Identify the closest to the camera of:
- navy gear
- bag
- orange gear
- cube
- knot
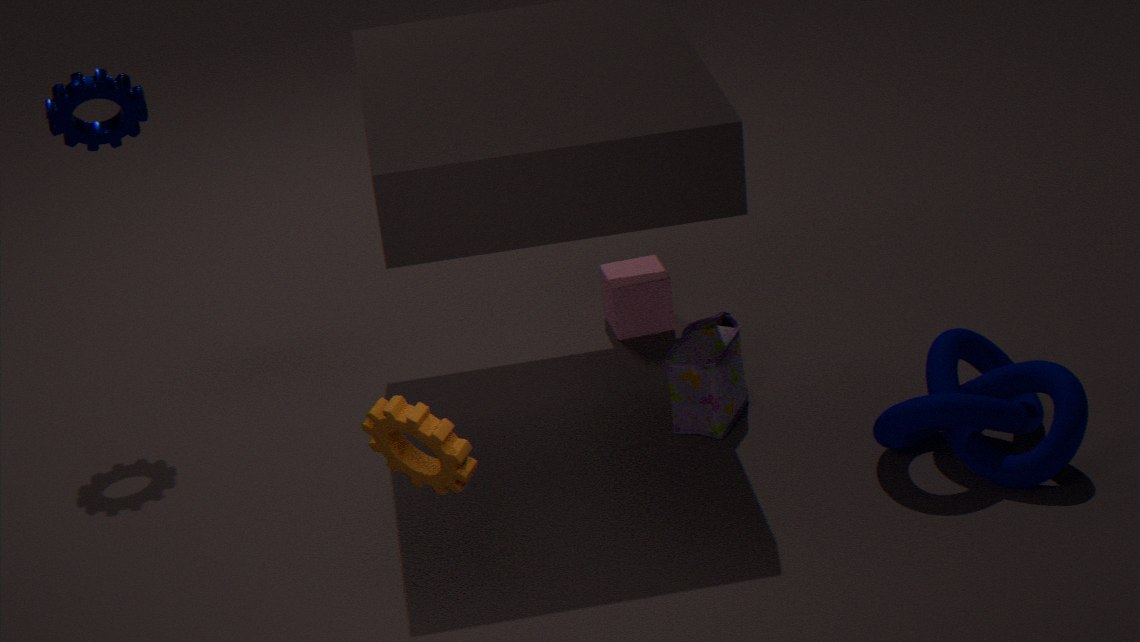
orange gear
